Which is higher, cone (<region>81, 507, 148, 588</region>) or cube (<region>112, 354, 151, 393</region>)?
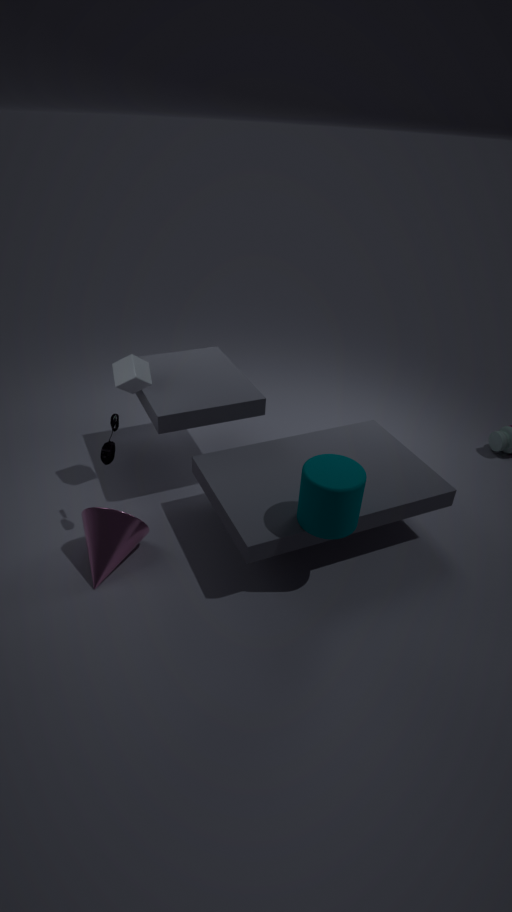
cube (<region>112, 354, 151, 393</region>)
